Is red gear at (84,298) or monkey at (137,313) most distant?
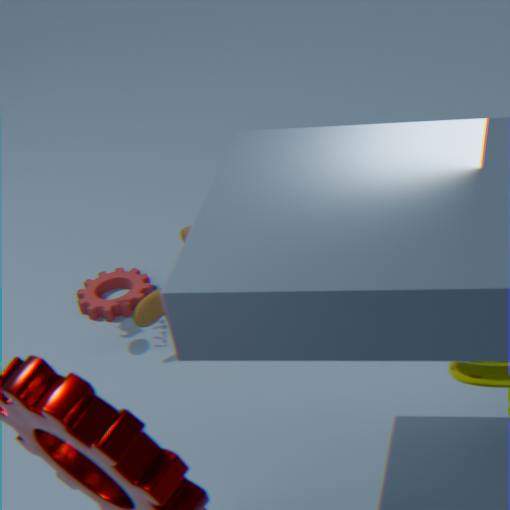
red gear at (84,298)
